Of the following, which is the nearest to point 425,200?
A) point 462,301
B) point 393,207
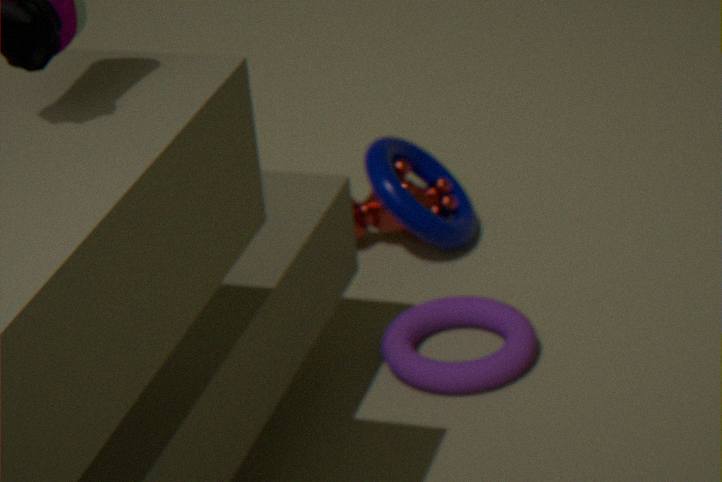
point 393,207
